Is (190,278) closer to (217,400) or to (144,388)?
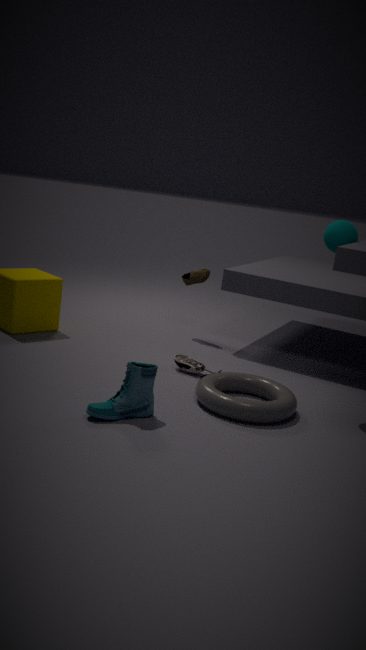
(217,400)
